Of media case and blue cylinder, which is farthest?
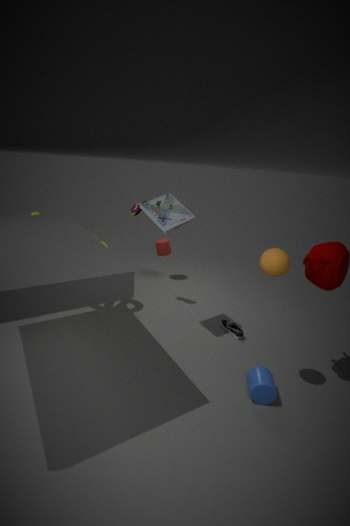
media case
